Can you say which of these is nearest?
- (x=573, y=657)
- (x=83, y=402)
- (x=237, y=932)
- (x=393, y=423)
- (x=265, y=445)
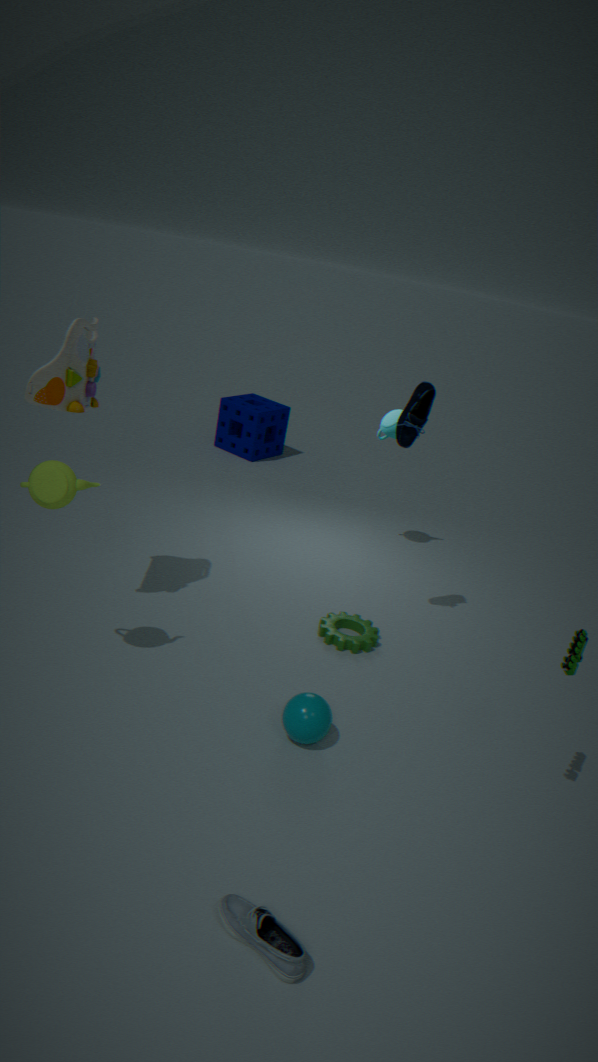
(x=237, y=932)
